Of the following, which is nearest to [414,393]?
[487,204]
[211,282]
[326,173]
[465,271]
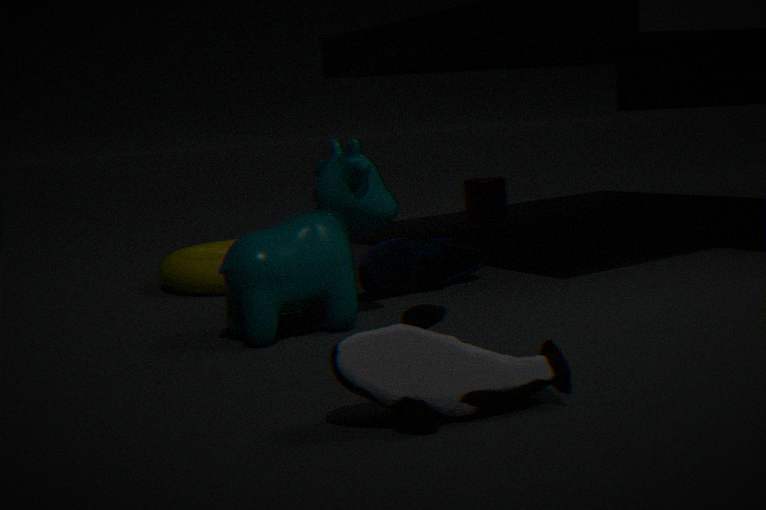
[326,173]
